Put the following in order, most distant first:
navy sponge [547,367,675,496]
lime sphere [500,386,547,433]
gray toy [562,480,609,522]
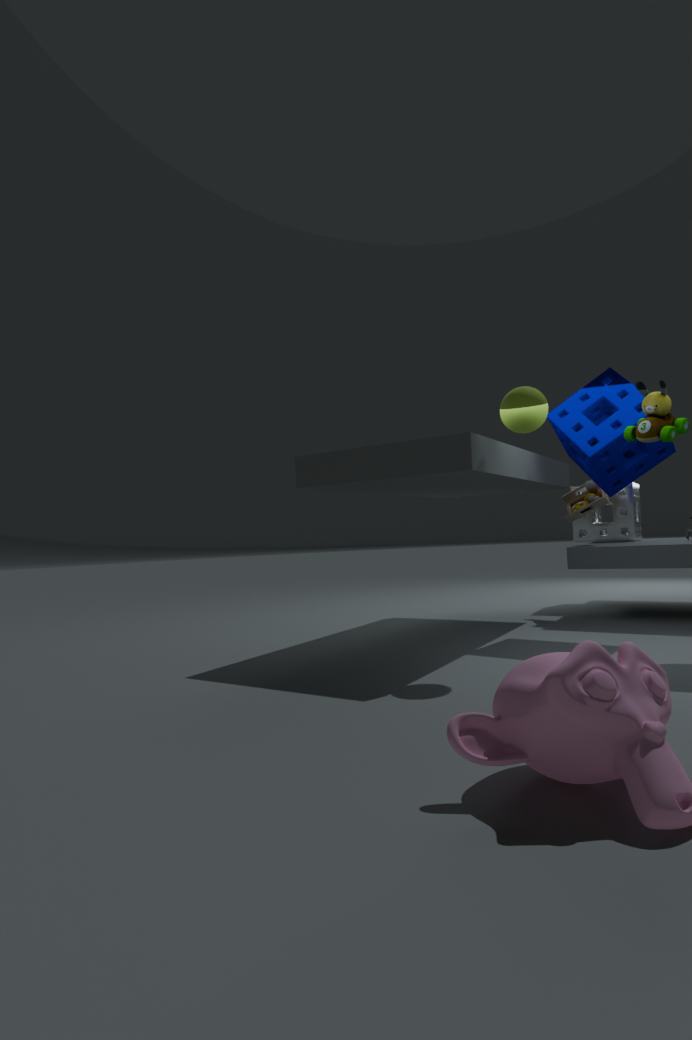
gray toy [562,480,609,522]
navy sponge [547,367,675,496]
lime sphere [500,386,547,433]
